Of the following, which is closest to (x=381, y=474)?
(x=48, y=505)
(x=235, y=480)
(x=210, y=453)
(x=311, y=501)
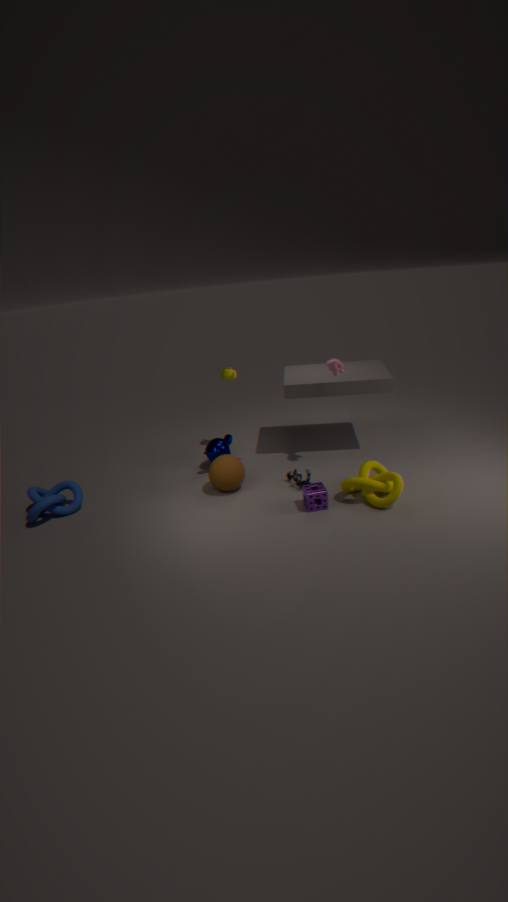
(x=311, y=501)
